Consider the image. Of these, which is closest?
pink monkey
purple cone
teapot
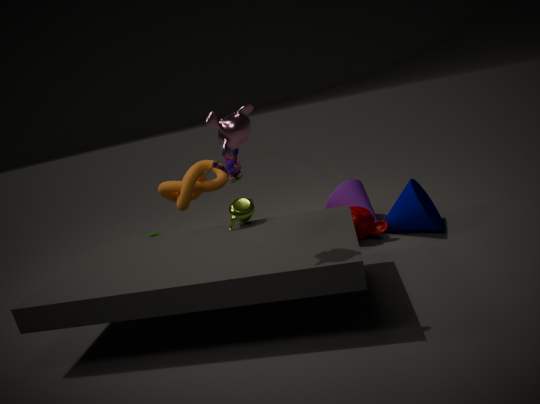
pink monkey
